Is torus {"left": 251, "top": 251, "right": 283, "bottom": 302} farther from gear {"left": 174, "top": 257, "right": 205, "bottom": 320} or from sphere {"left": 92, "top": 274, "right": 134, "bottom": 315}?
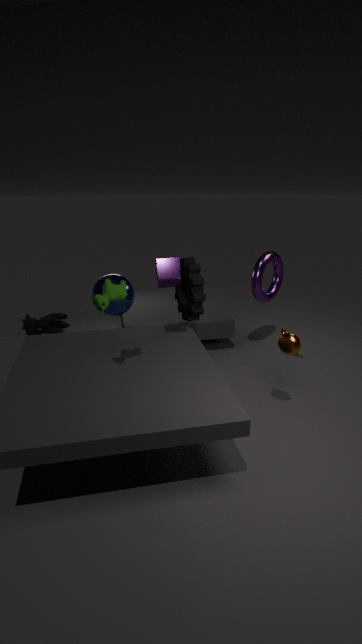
sphere {"left": 92, "top": 274, "right": 134, "bottom": 315}
